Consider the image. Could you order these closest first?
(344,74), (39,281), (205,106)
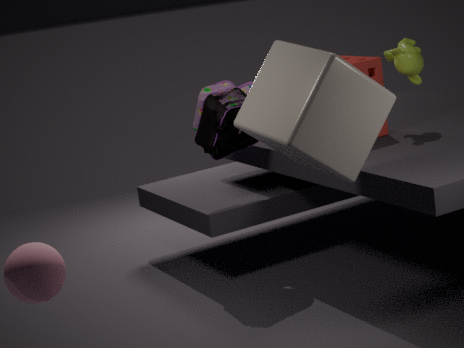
(39,281) → (344,74) → (205,106)
